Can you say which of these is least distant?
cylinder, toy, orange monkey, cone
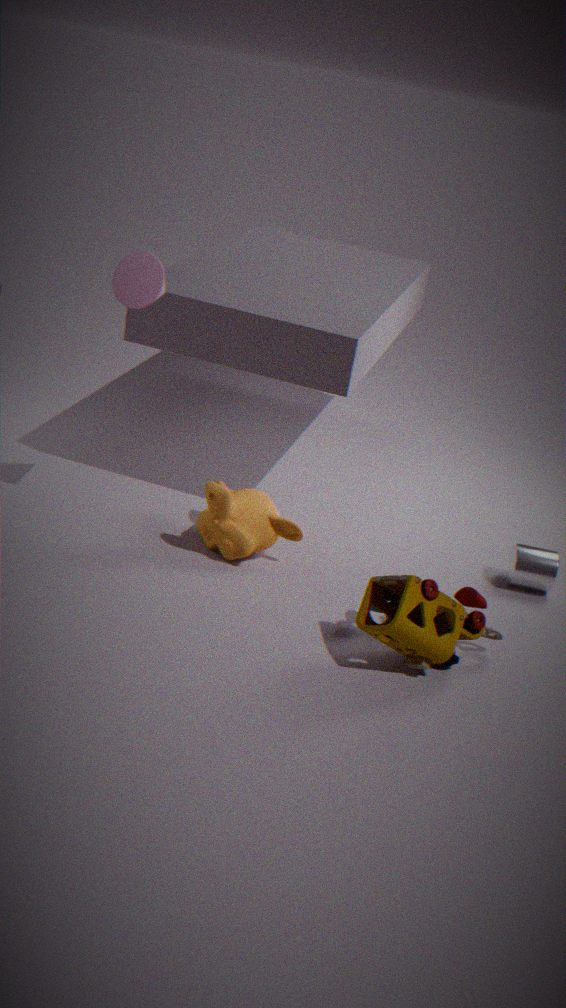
toy
